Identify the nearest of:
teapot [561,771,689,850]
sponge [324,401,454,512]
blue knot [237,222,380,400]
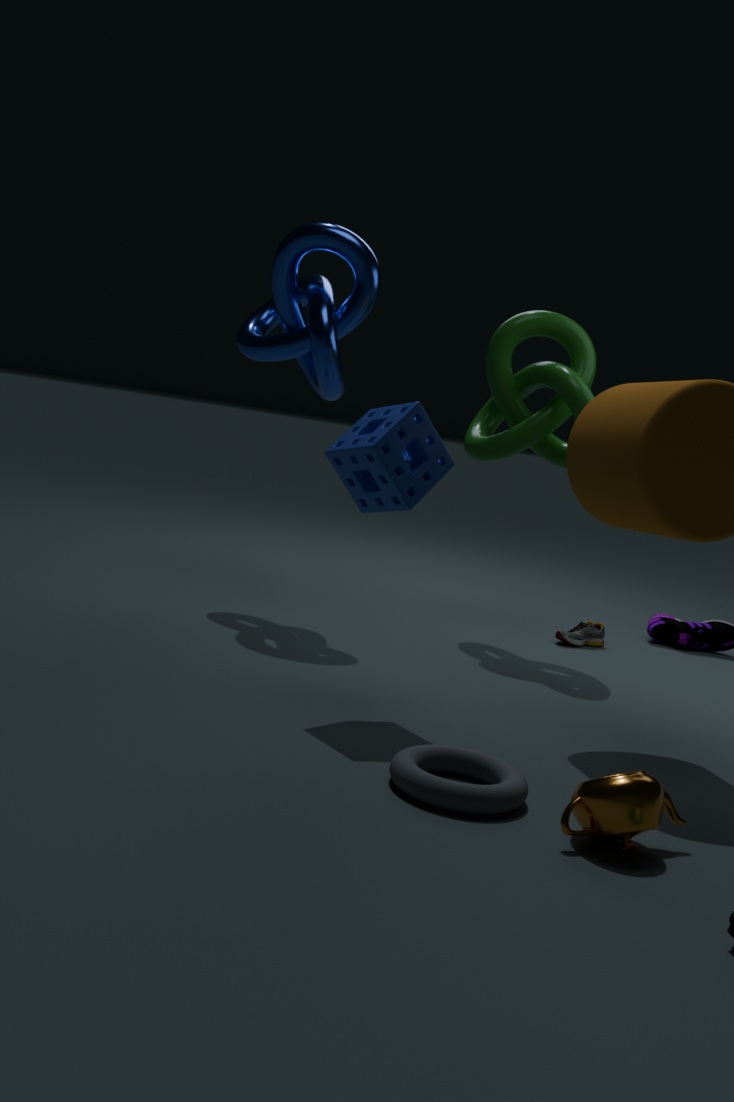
teapot [561,771,689,850]
